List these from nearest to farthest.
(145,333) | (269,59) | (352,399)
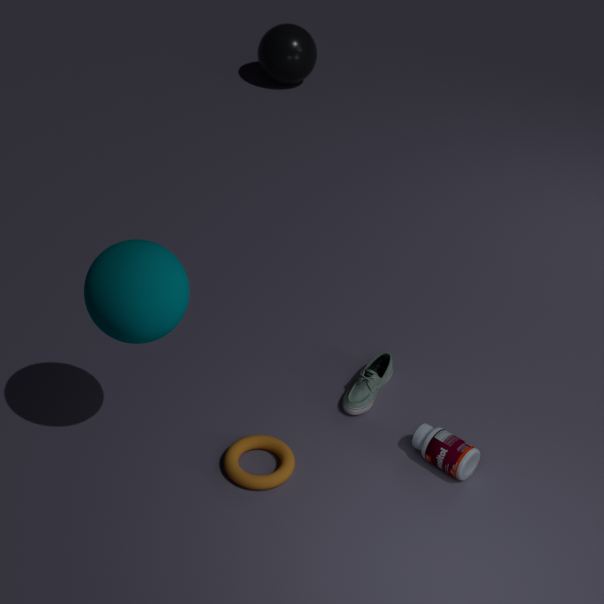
1. (145,333)
2. (352,399)
3. (269,59)
